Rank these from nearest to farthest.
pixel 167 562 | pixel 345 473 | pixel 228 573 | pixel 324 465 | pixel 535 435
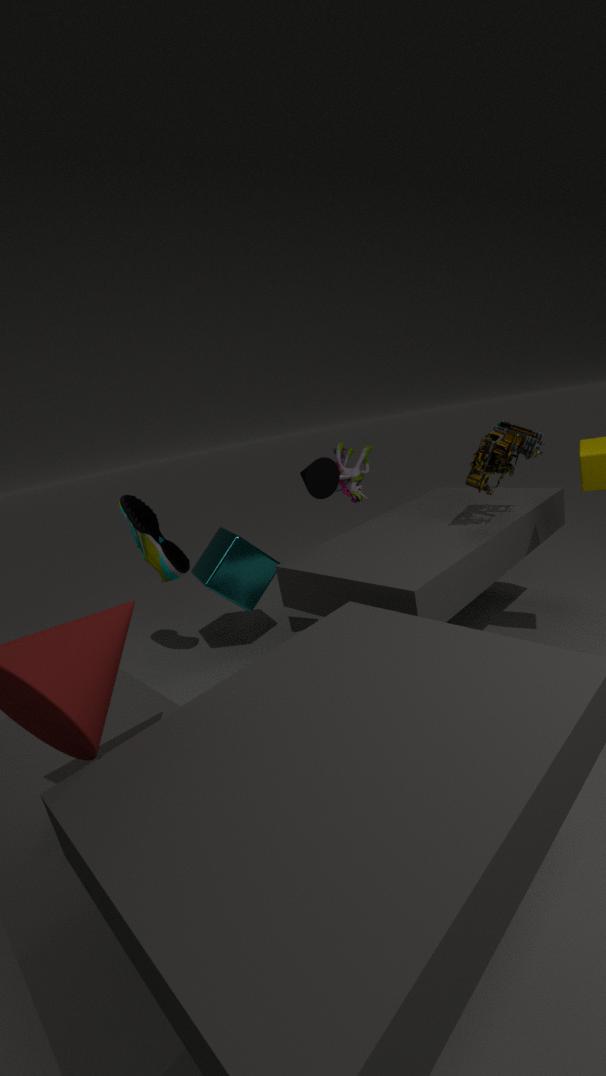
pixel 535 435 → pixel 324 465 → pixel 167 562 → pixel 228 573 → pixel 345 473
